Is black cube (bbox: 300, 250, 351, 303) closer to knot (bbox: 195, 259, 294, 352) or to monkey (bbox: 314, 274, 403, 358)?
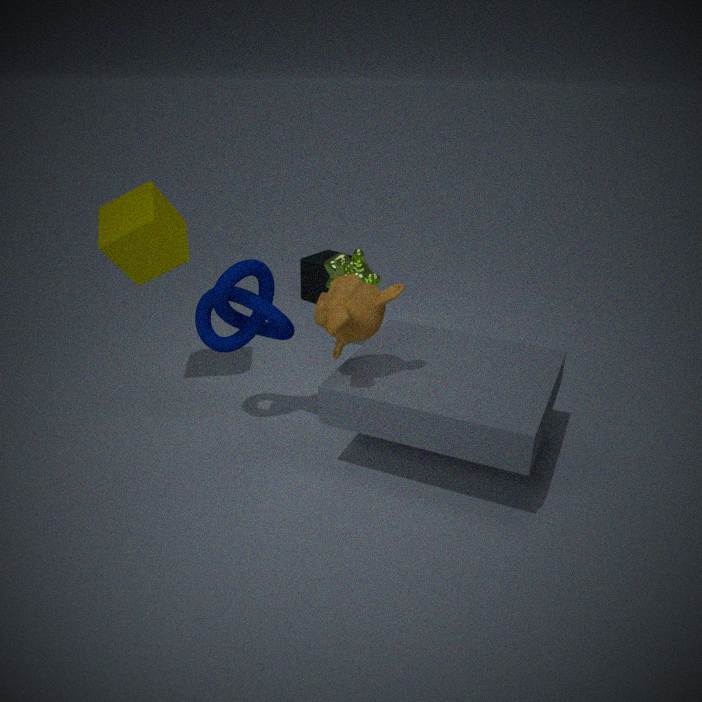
knot (bbox: 195, 259, 294, 352)
